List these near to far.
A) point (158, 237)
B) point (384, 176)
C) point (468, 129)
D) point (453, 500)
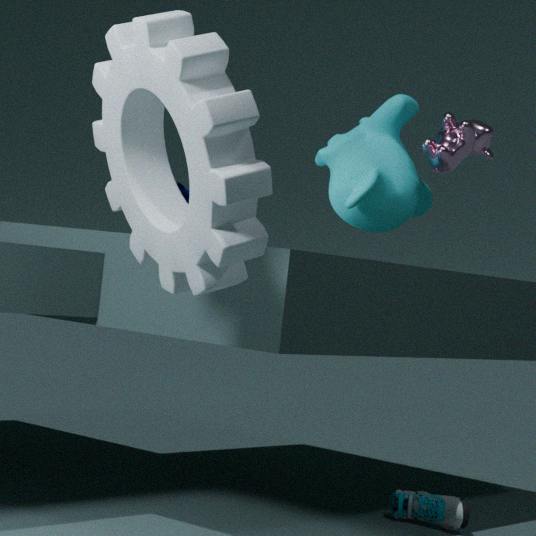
1. point (158, 237)
2. point (453, 500)
3. point (384, 176)
4. point (468, 129)
